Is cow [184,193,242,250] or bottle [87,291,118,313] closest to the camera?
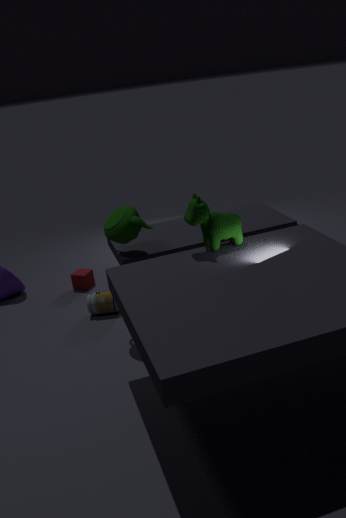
cow [184,193,242,250]
